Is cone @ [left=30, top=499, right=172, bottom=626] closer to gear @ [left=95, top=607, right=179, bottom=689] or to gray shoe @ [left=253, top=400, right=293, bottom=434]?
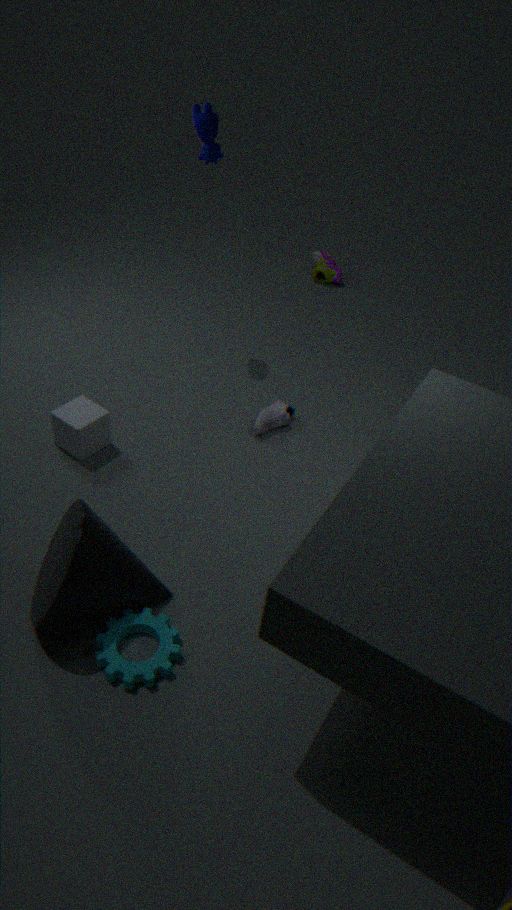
gear @ [left=95, top=607, right=179, bottom=689]
